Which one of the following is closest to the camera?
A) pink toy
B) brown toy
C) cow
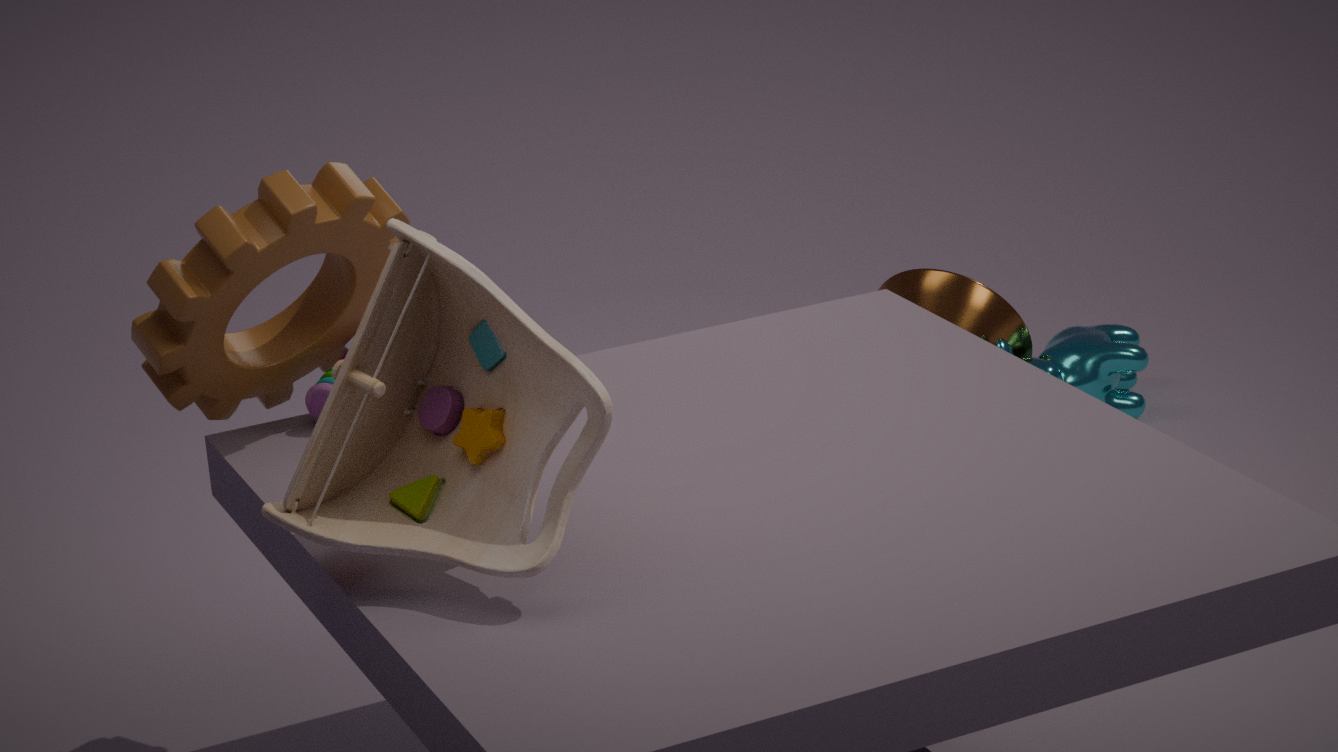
brown toy
